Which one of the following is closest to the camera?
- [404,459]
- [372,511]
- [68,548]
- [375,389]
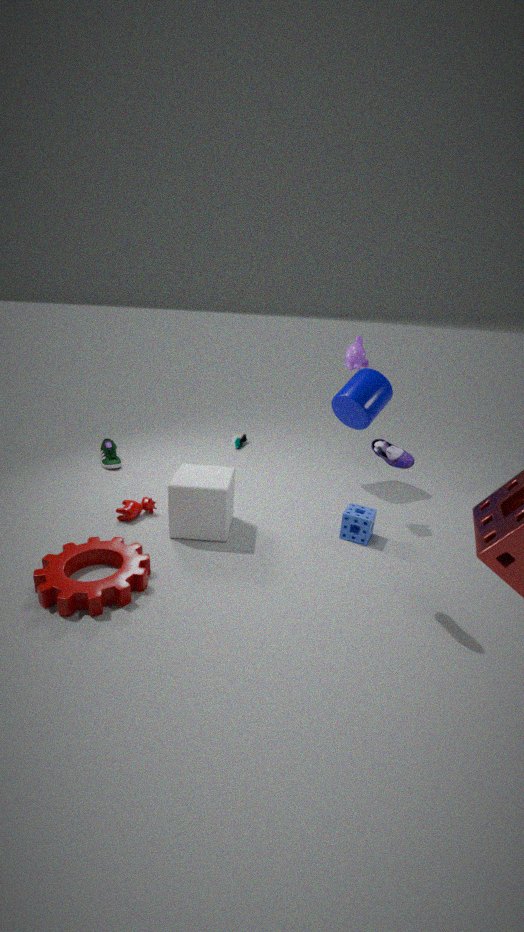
[404,459]
